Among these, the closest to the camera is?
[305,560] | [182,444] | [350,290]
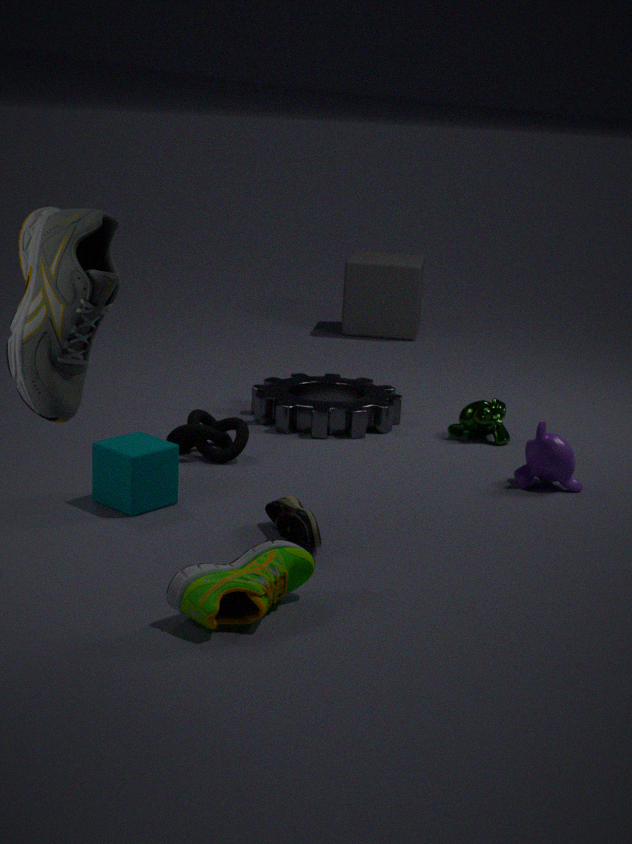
[305,560]
